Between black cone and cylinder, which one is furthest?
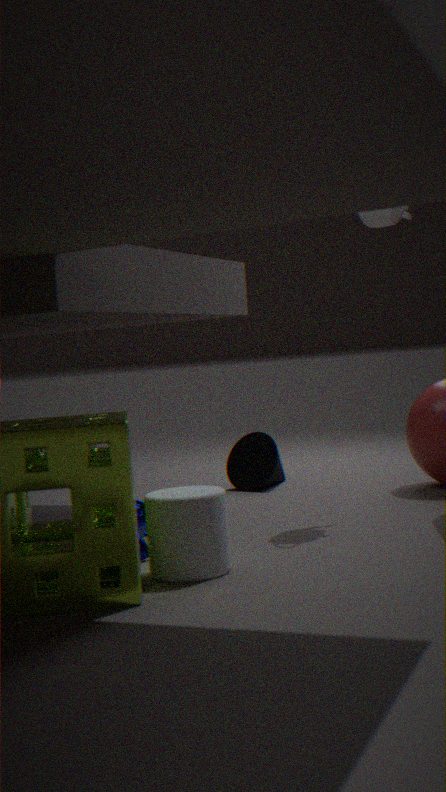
black cone
